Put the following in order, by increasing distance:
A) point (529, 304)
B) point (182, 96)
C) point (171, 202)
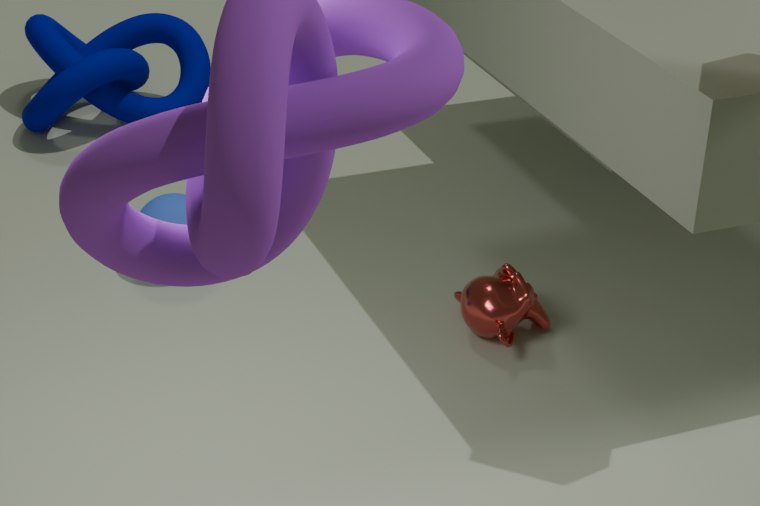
point (529, 304), point (171, 202), point (182, 96)
